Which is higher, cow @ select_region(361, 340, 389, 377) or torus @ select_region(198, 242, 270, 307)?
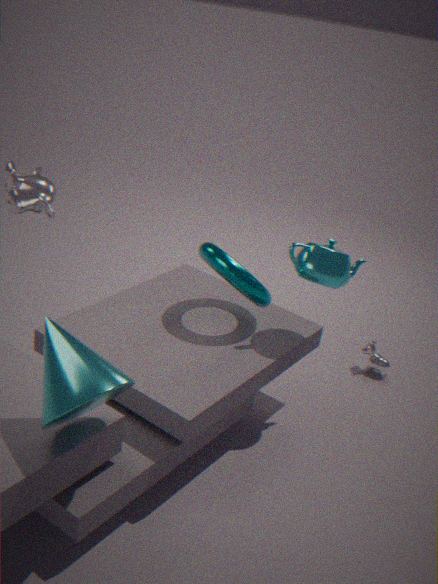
torus @ select_region(198, 242, 270, 307)
